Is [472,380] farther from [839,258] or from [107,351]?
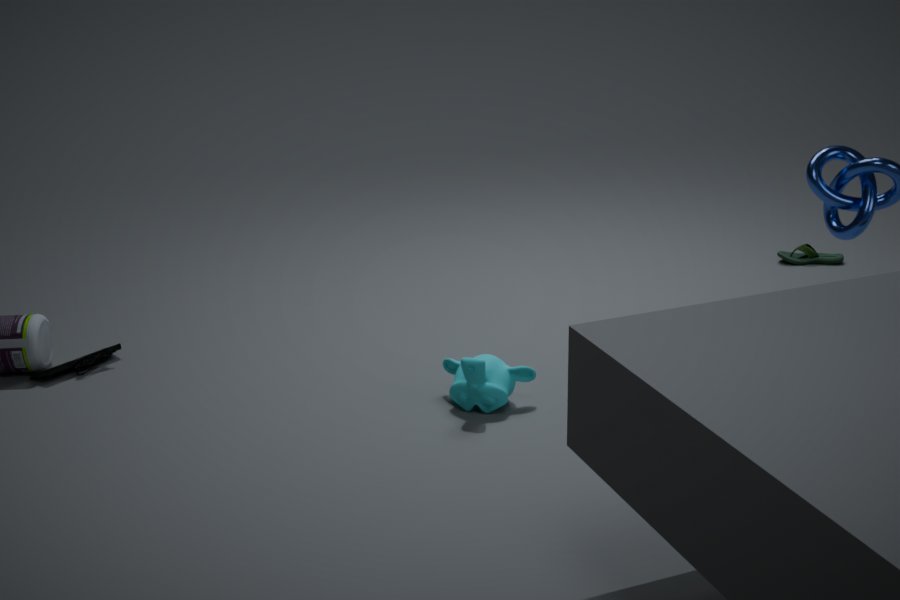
[839,258]
